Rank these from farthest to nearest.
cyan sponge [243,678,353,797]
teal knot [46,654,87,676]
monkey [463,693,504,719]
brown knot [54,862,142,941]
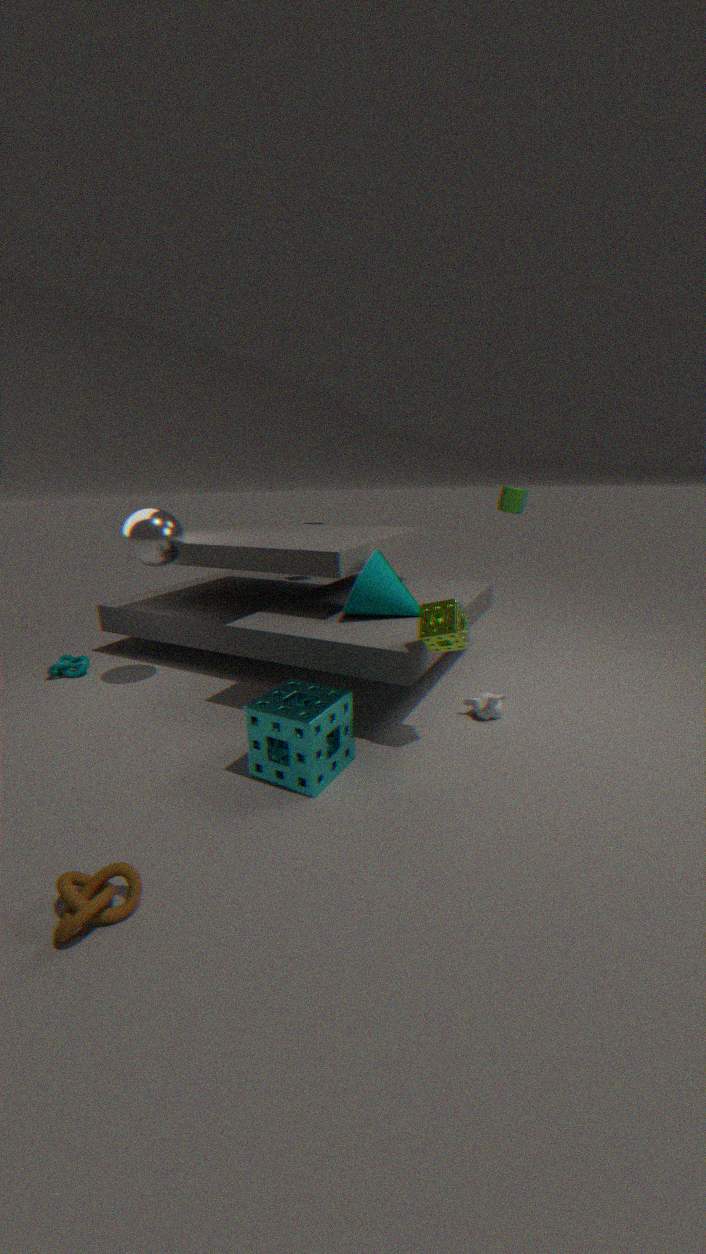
teal knot [46,654,87,676] → monkey [463,693,504,719] → cyan sponge [243,678,353,797] → brown knot [54,862,142,941]
